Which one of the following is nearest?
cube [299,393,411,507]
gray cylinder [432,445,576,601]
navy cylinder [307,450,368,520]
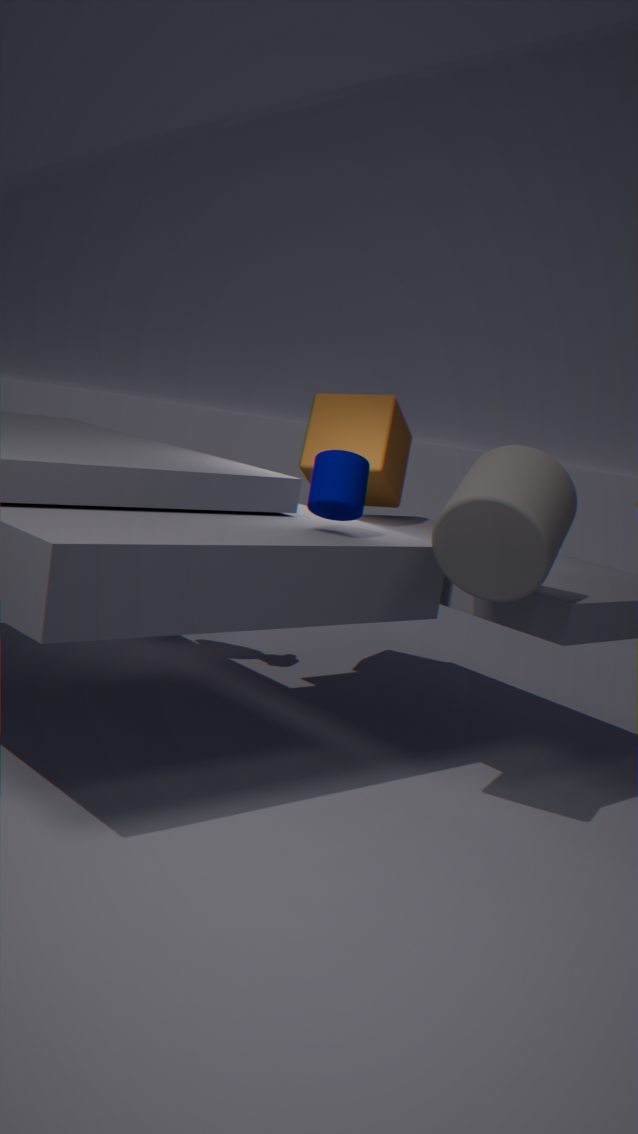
gray cylinder [432,445,576,601]
